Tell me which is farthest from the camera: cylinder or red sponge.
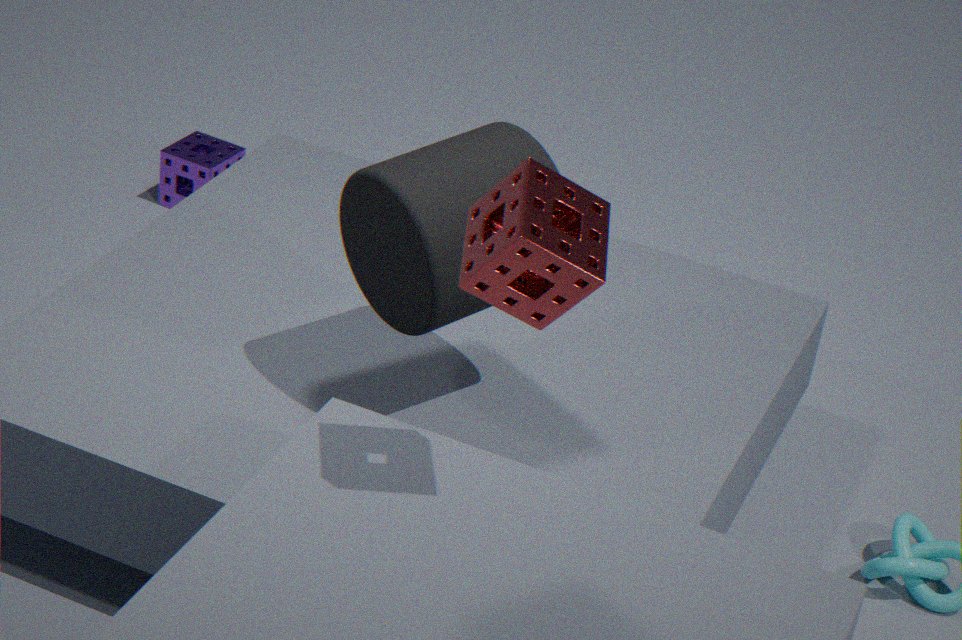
cylinder
